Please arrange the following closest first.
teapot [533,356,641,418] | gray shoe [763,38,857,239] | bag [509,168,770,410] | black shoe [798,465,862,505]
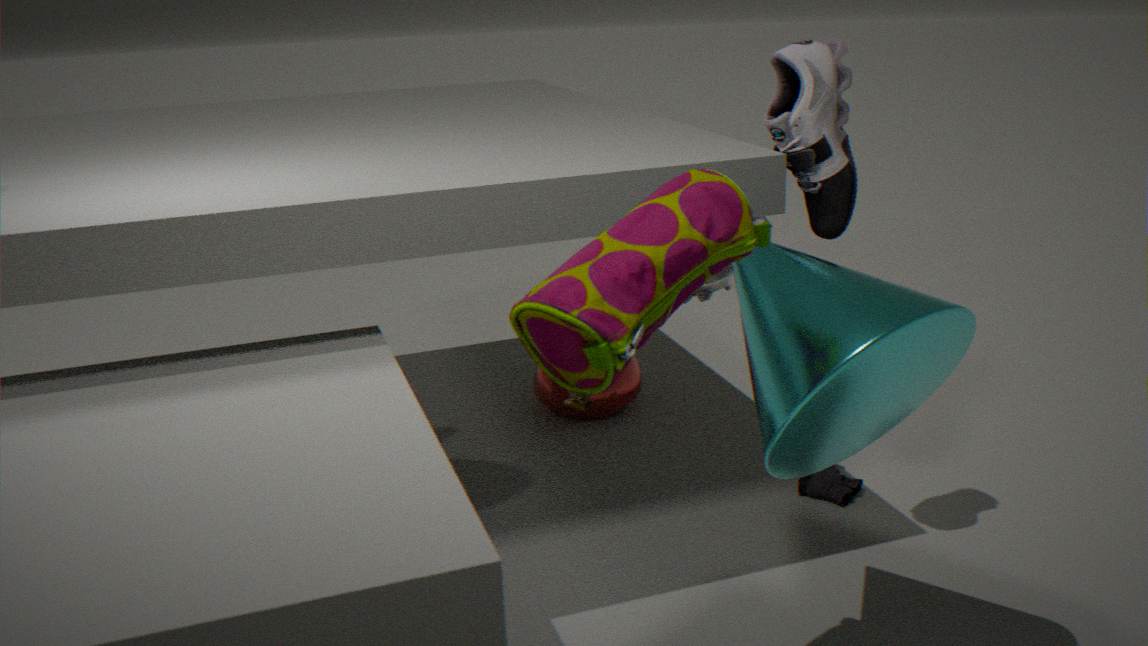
bag [509,168,770,410] < gray shoe [763,38,857,239] < black shoe [798,465,862,505] < teapot [533,356,641,418]
